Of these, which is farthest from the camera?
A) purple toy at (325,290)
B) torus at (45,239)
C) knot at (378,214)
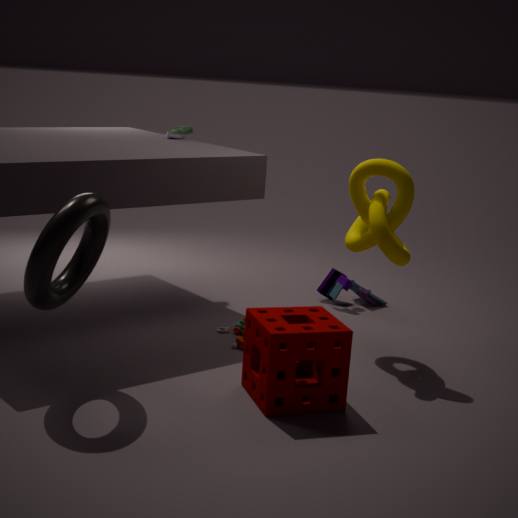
purple toy at (325,290)
